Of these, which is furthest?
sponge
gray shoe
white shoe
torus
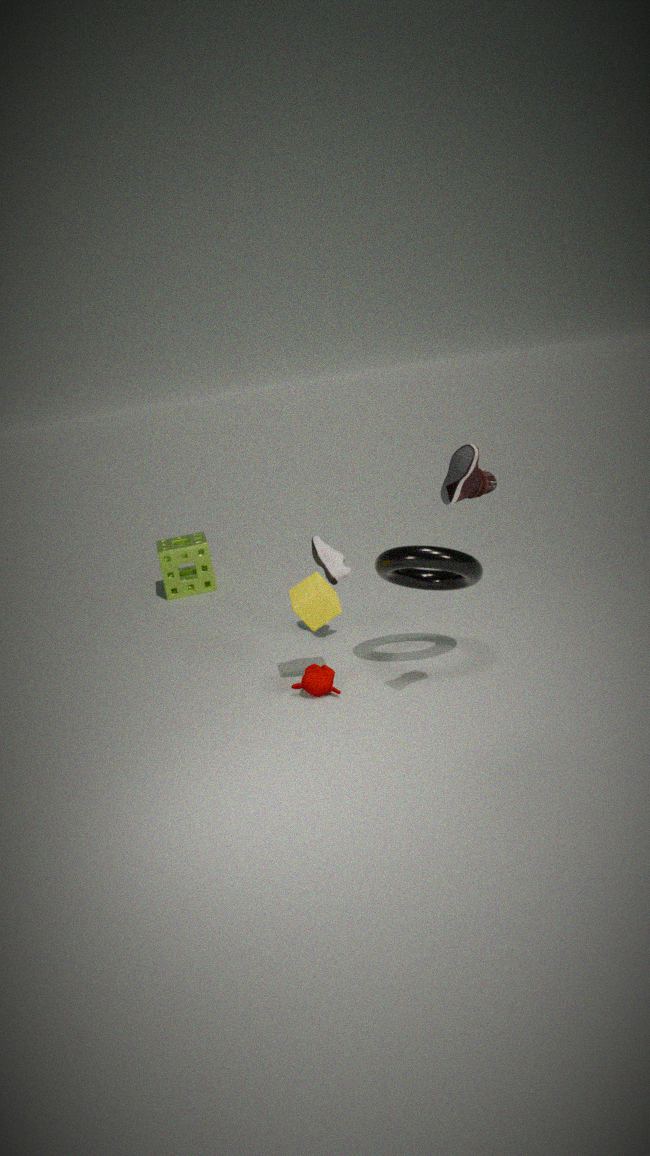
sponge
